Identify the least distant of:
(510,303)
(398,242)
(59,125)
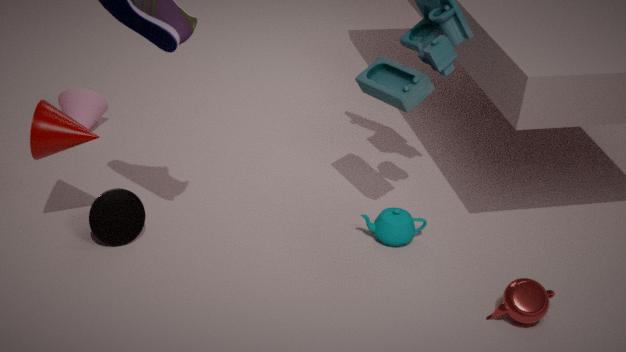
(59,125)
